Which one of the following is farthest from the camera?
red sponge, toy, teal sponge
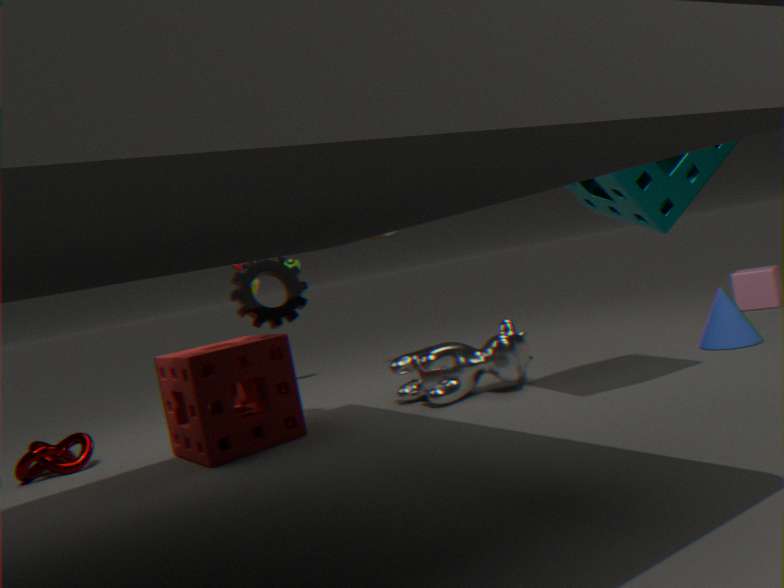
toy
